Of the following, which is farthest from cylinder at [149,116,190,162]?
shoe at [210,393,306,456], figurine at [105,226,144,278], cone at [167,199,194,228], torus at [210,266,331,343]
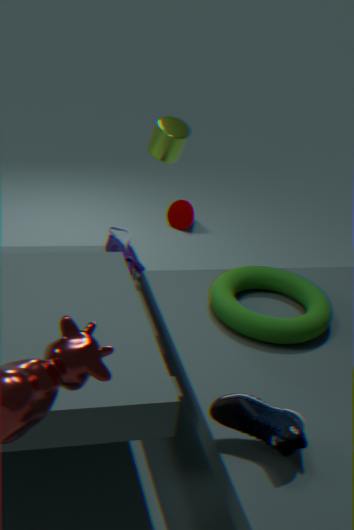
shoe at [210,393,306,456]
